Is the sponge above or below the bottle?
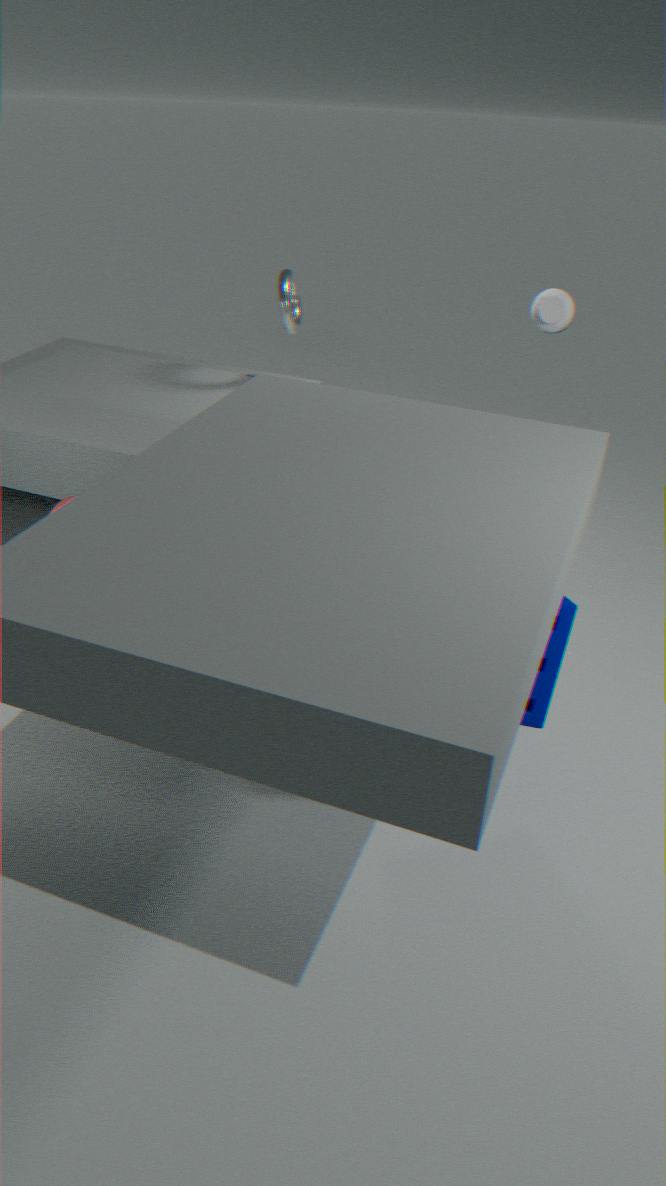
below
